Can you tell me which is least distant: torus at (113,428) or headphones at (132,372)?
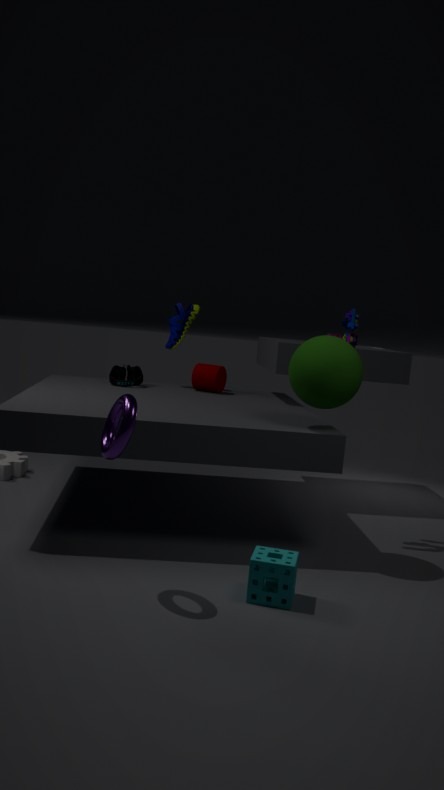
torus at (113,428)
